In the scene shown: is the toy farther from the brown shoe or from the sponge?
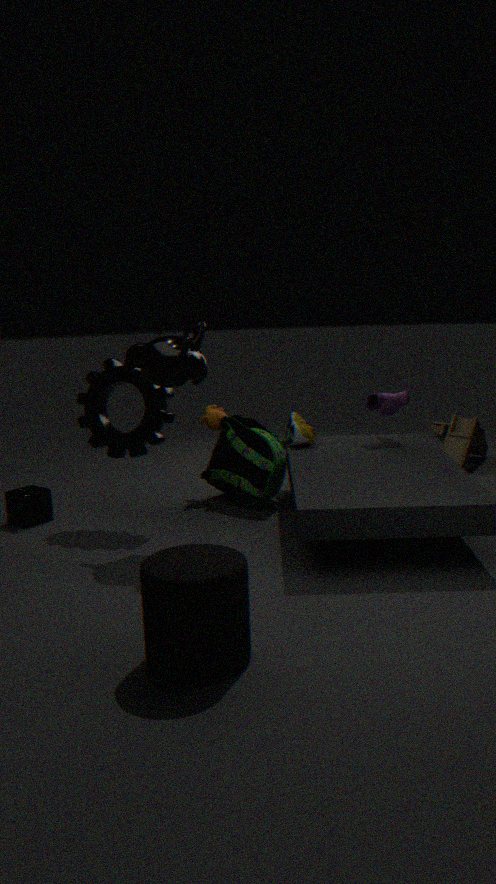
the sponge
